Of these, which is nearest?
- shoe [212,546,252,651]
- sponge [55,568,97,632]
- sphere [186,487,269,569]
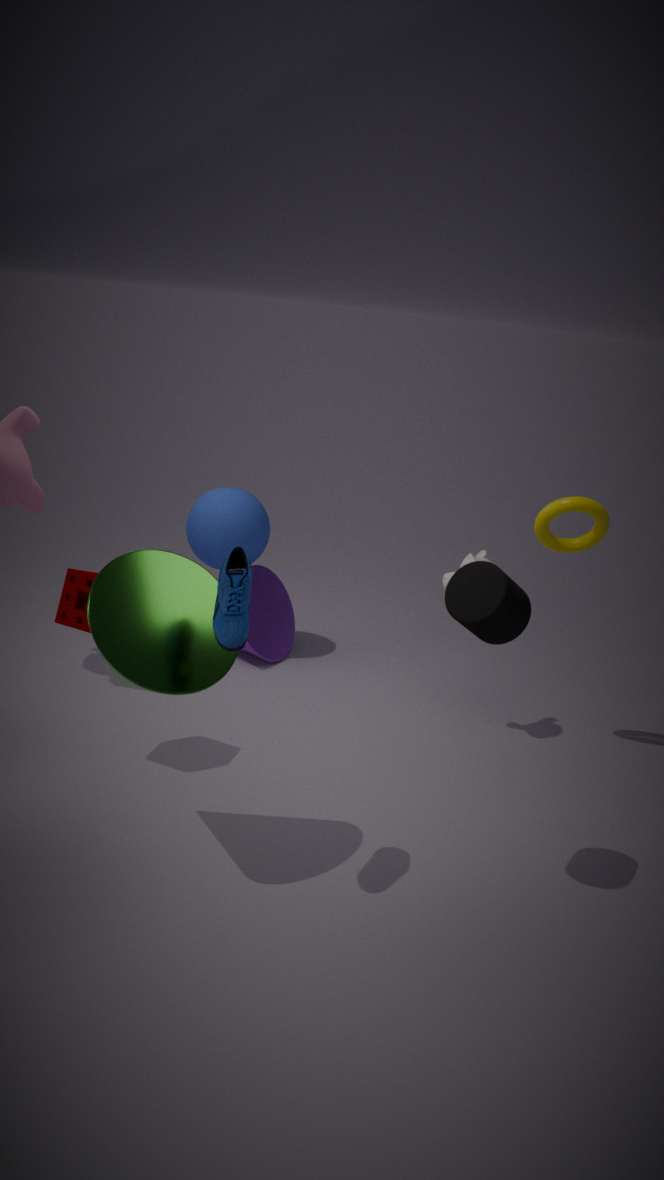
shoe [212,546,252,651]
